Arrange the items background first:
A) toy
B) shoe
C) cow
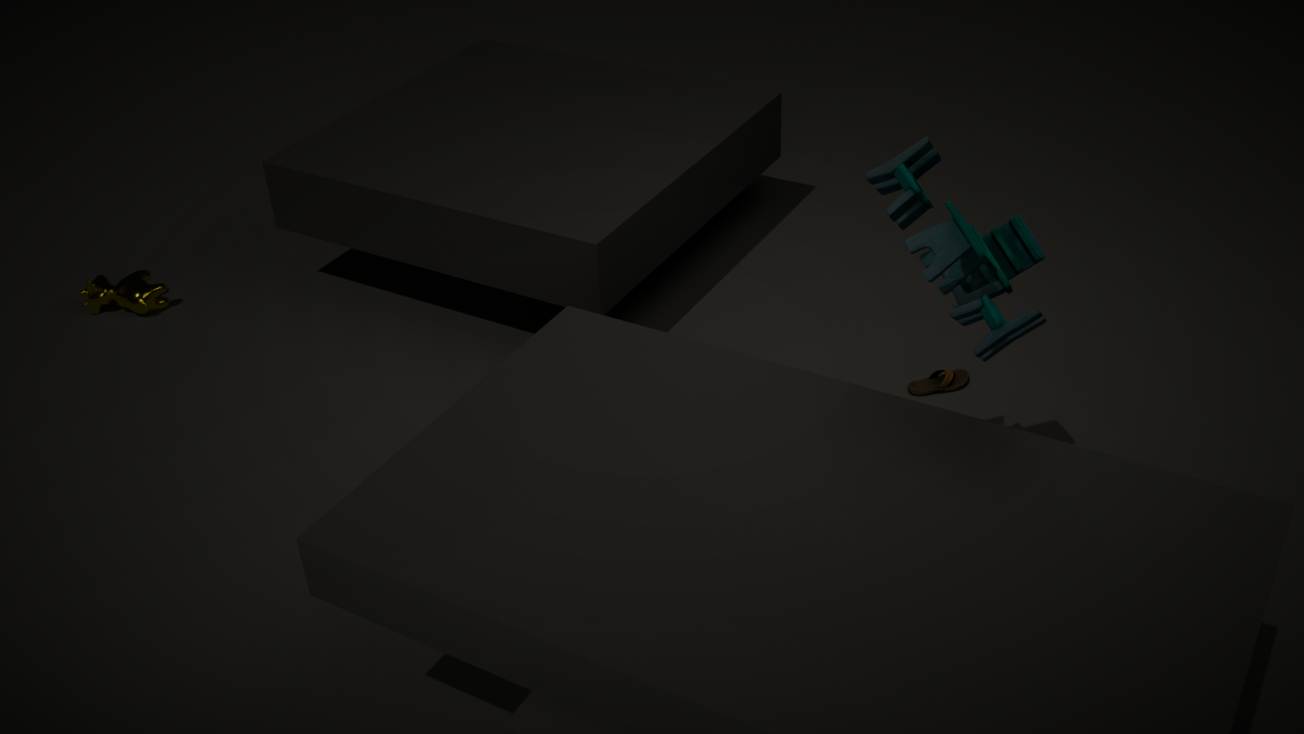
cow
shoe
toy
